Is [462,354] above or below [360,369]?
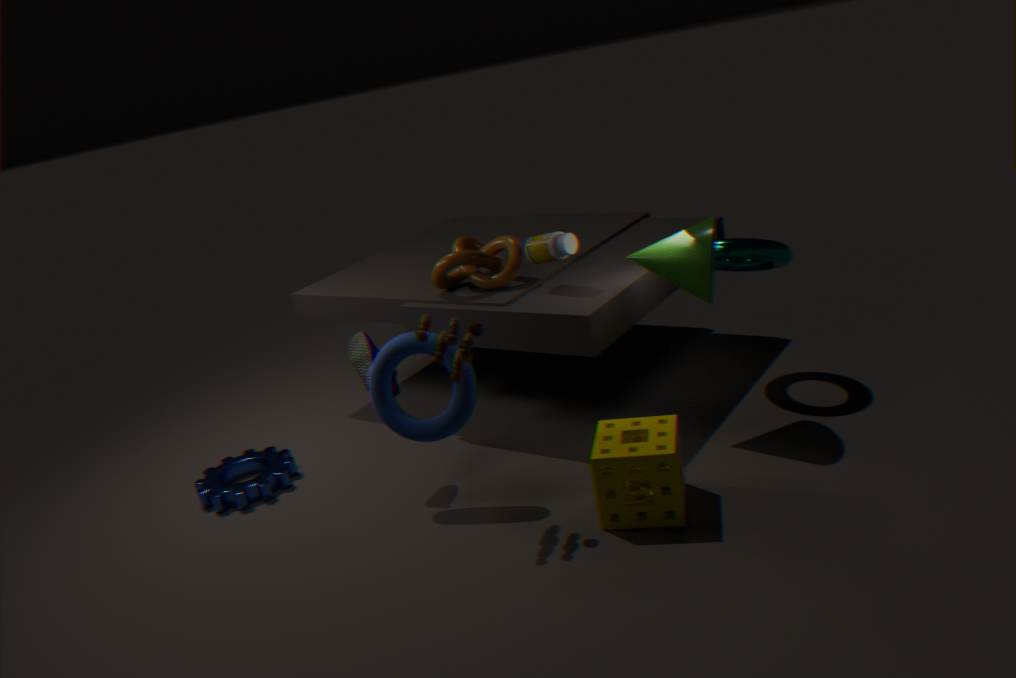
above
